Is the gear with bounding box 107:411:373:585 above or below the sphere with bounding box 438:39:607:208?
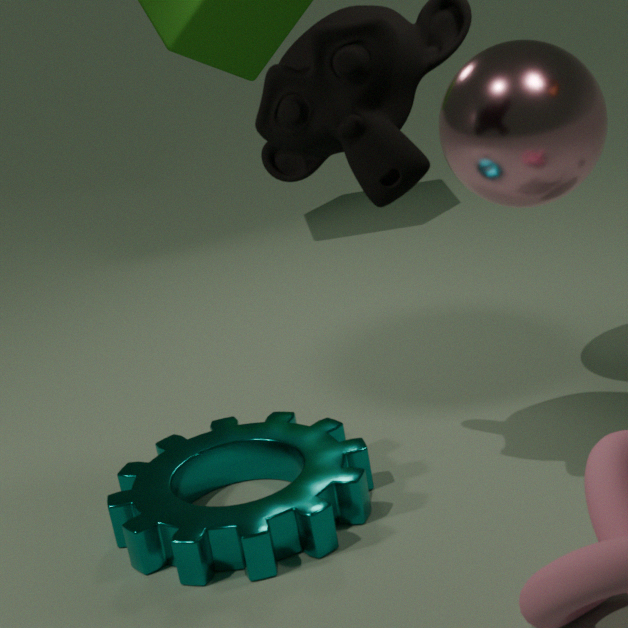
below
